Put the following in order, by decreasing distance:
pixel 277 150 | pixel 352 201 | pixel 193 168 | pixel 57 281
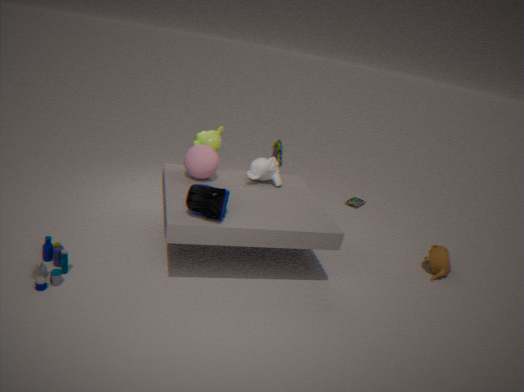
1. pixel 352 201
2. pixel 277 150
3. pixel 193 168
4. pixel 57 281
